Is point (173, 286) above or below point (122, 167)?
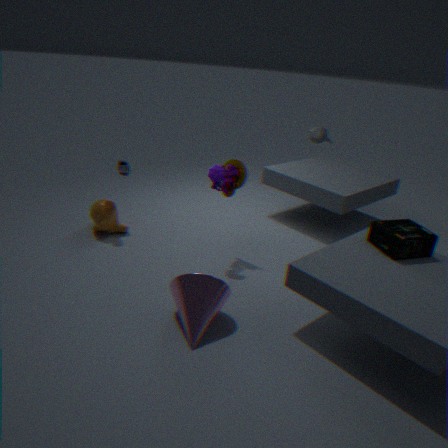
above
